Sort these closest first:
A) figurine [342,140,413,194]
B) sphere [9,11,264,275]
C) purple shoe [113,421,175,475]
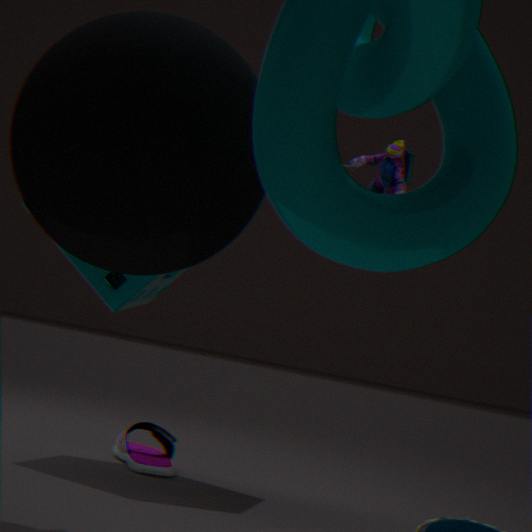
sphere [9,11,264,275], figurine [342,140,413,194], purple shoe [113,421,175,475]
